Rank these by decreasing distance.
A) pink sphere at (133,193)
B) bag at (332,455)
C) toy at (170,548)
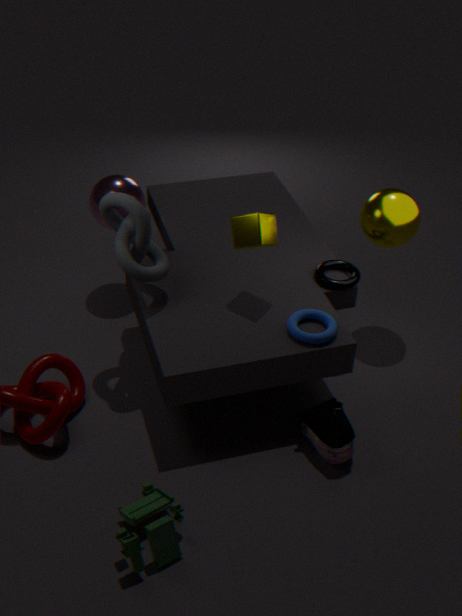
pink sphere at (133,193), bag at (332,455), toy at (170,548)
